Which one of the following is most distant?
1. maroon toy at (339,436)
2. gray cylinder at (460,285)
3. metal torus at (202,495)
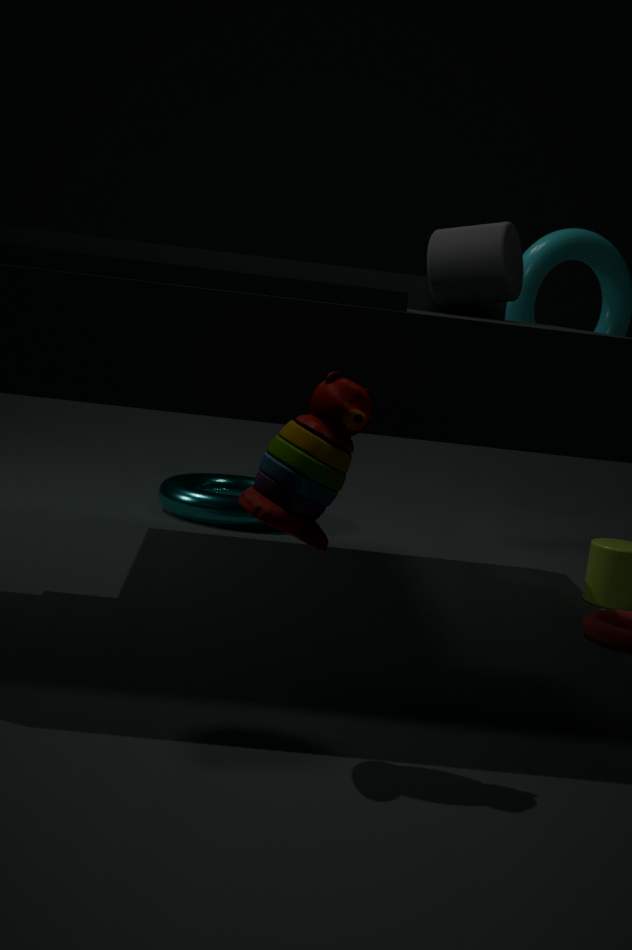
metal torus at (202,495)
